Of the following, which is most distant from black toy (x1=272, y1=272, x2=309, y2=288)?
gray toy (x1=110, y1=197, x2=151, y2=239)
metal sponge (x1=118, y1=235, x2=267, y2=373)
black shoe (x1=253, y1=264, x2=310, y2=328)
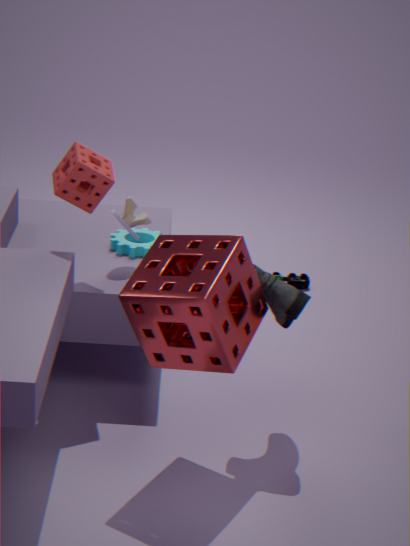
metal sponge (x1=118, y1=235, x2=267, y2=373)
